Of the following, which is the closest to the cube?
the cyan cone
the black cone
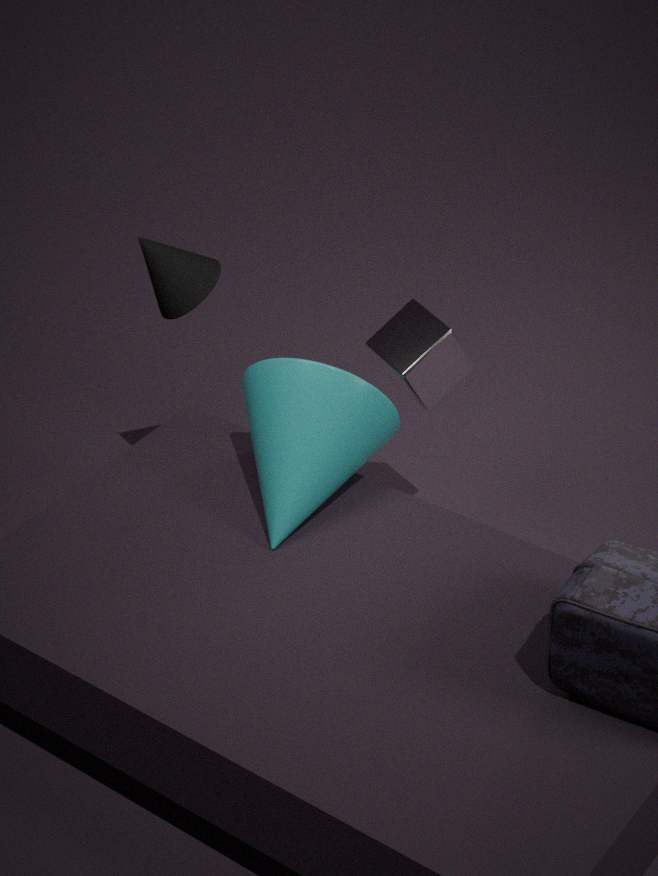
the cyan cone
